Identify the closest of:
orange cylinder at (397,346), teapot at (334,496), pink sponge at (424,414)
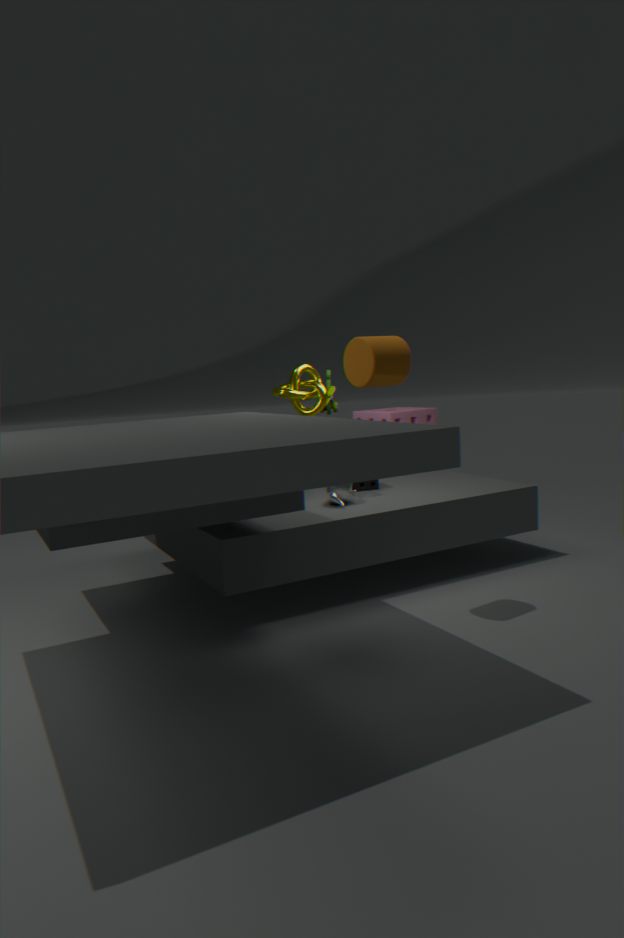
orange cylinder at (397,346)
